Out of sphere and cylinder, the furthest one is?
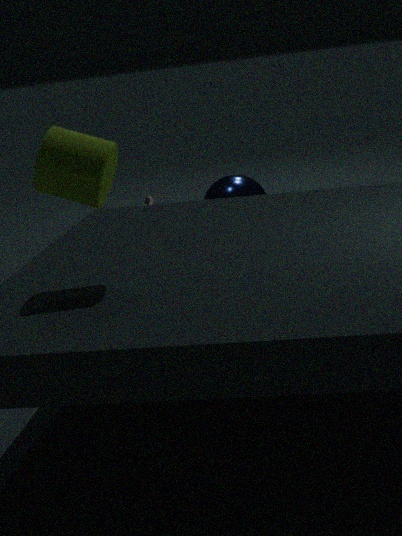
sphere
